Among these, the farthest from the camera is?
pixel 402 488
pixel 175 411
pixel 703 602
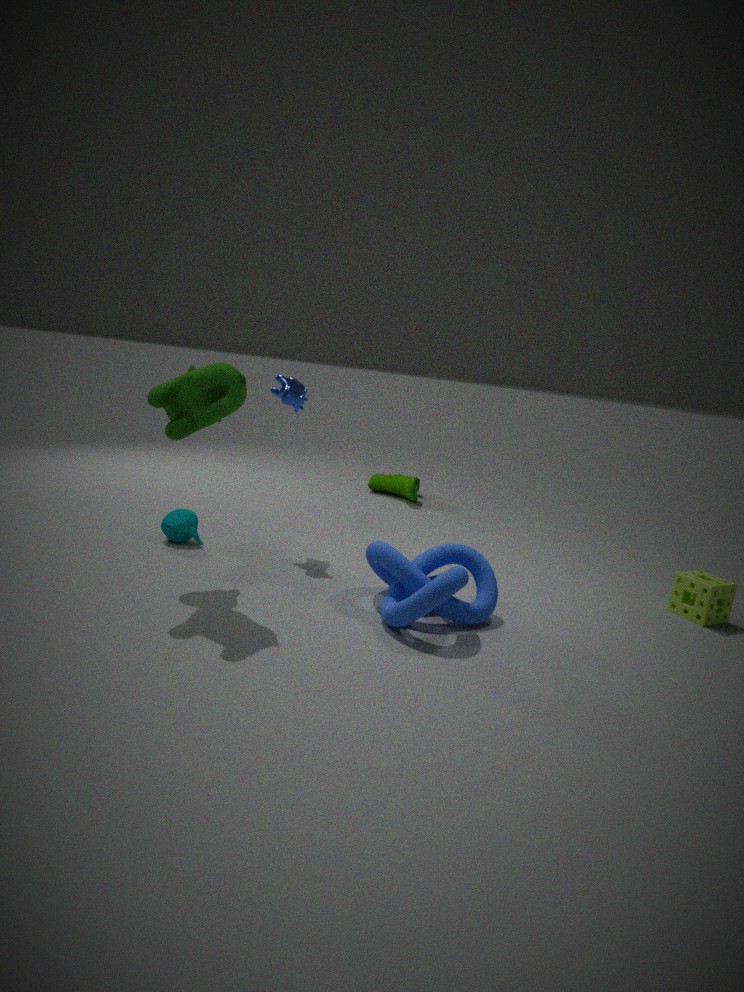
pixel 402 488
